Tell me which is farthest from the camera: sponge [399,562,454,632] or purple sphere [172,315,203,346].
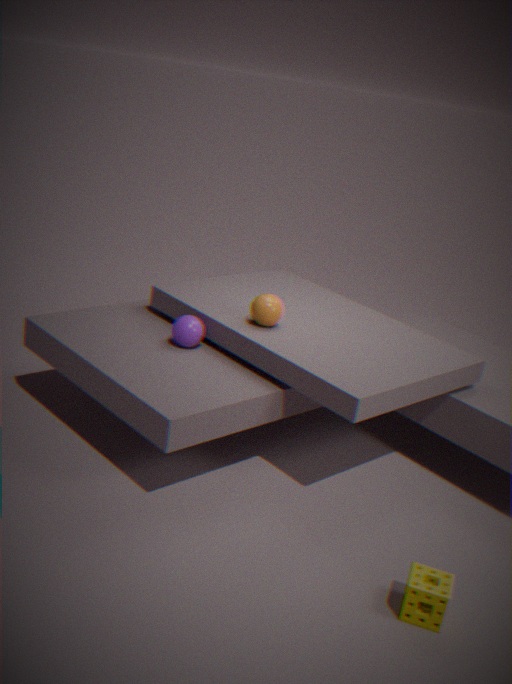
purple sphere [172,315,203,346]
